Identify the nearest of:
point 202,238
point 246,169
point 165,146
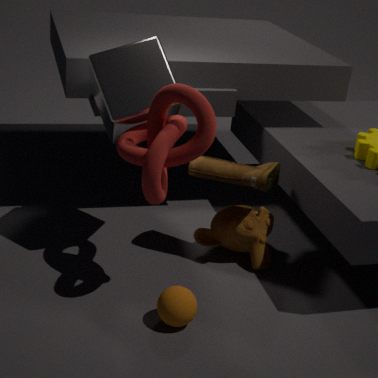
point 165,146
